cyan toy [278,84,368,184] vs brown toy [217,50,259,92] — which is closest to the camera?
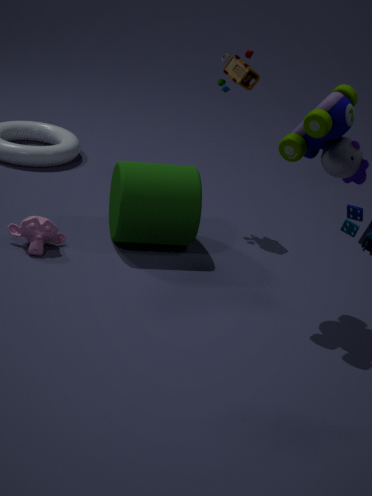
cyan toy [278,84,368,184]
